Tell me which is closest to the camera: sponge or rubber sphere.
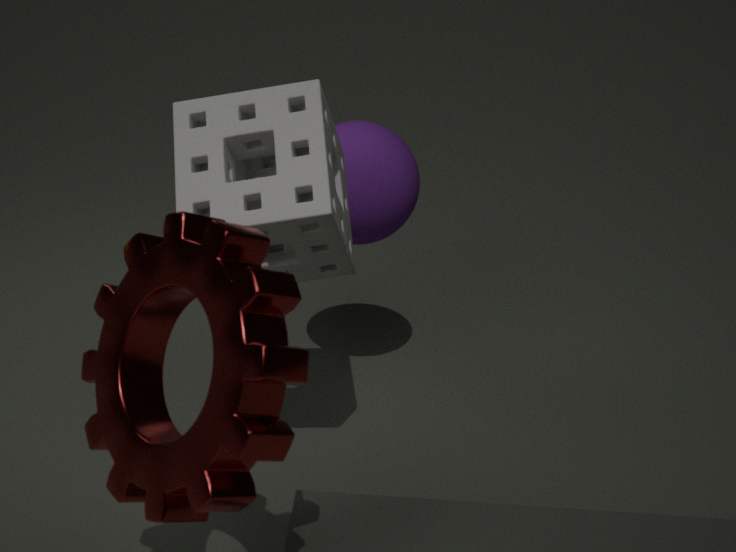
sponge
